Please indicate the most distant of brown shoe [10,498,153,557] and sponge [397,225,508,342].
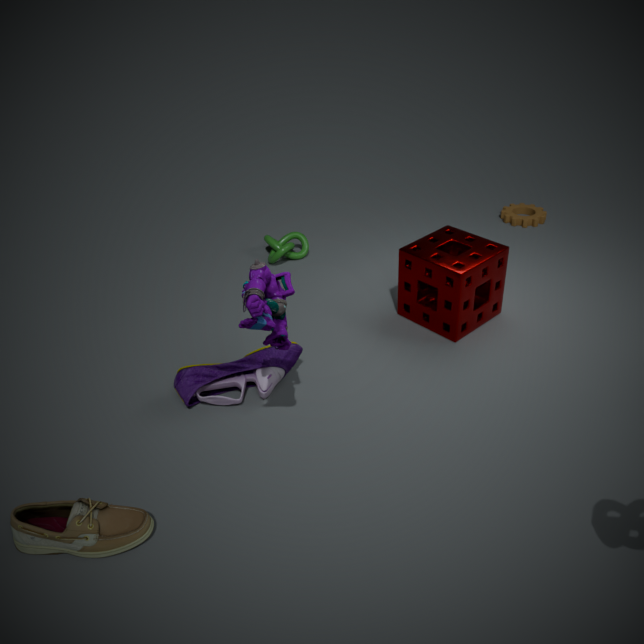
sponge [397,225,508,342]
